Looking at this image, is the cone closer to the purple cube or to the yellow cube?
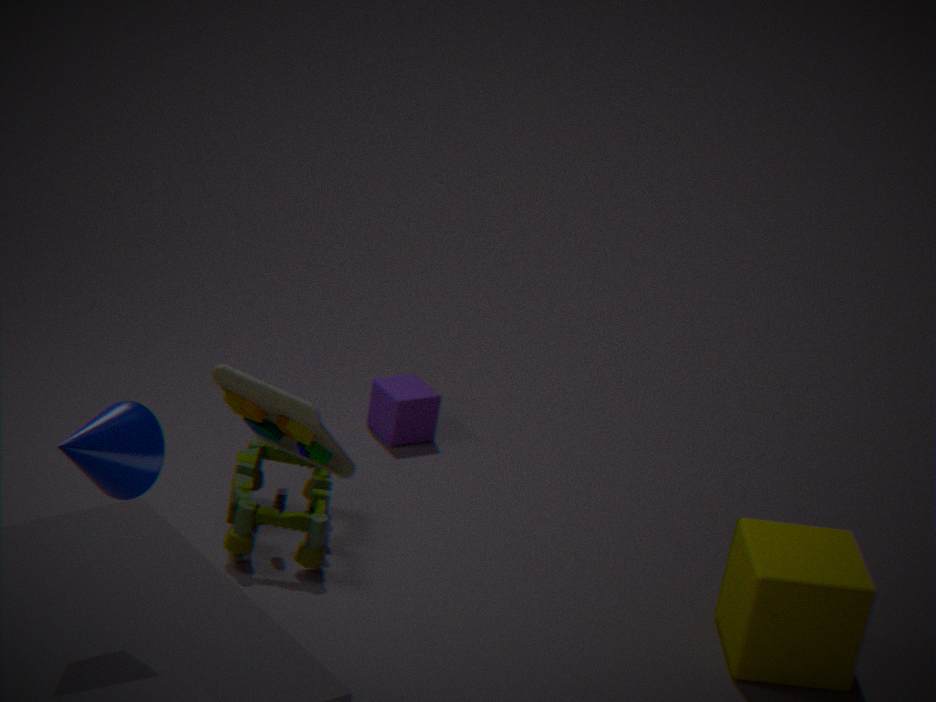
the yellow cube
